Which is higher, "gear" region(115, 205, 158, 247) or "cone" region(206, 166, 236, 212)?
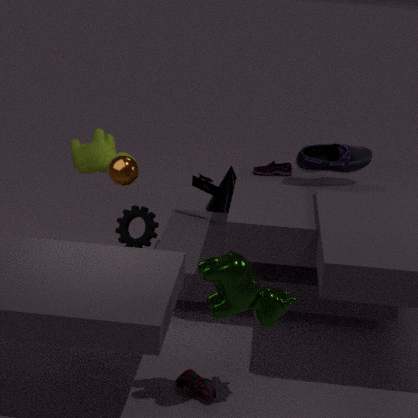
"gear" region(115, 205, 158, 247)
